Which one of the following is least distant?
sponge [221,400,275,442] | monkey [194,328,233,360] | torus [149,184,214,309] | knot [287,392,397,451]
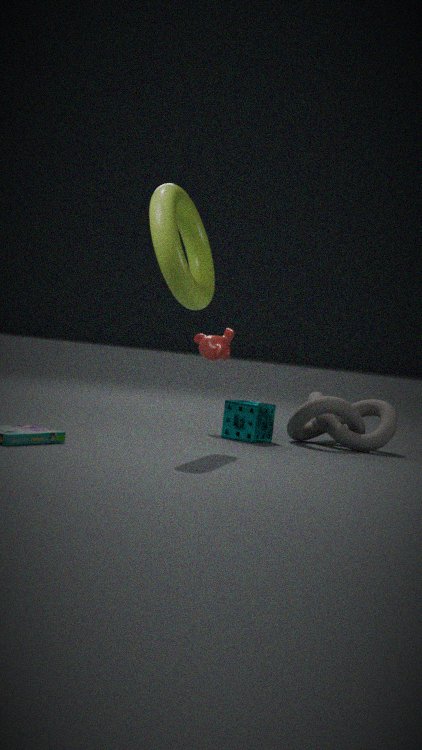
torus [149,184,214,309]
